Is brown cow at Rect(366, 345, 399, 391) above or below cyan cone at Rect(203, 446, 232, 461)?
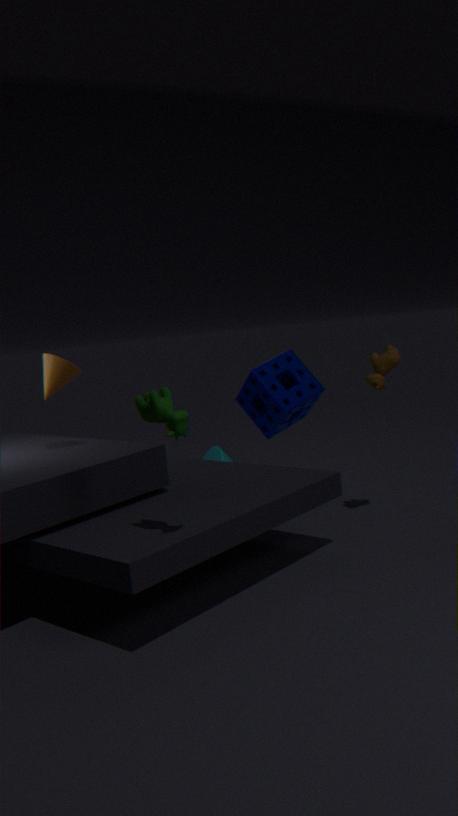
above
